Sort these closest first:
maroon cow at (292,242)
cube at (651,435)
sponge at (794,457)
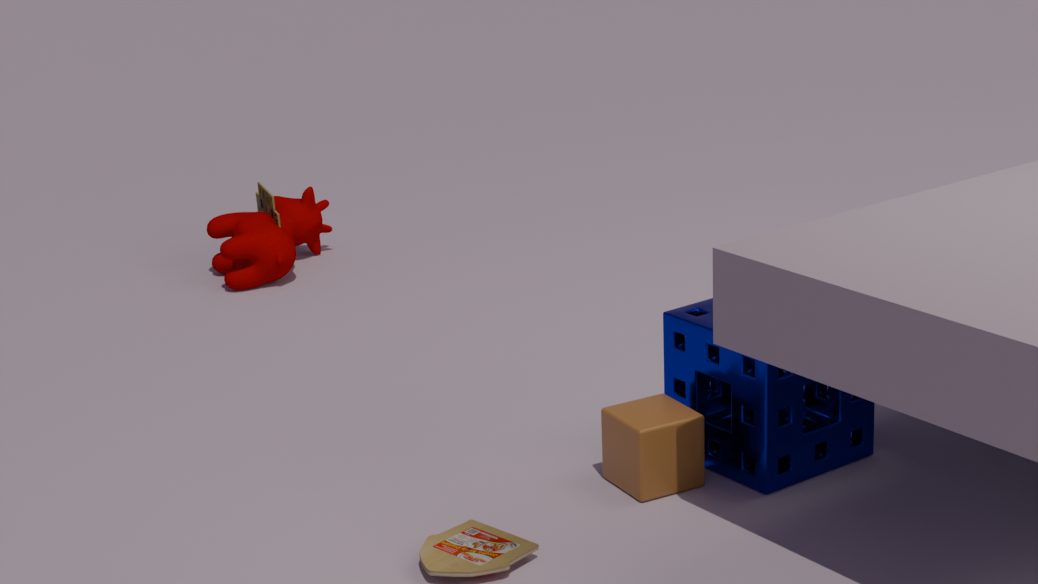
cube at (651,435) < sponge at (794,457) < maroon cow at (292,242)
